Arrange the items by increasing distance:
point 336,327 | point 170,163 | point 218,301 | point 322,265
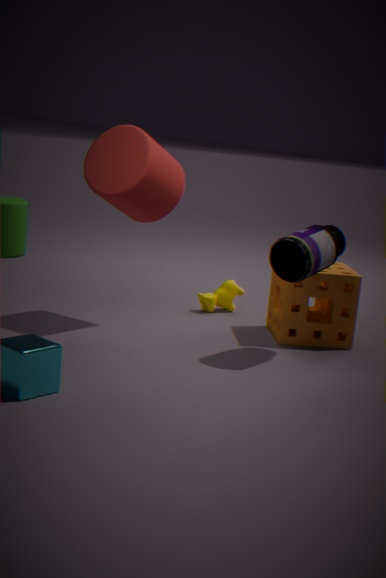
point 322,265 < point 170,163 < point 336,327 < point 218,301
